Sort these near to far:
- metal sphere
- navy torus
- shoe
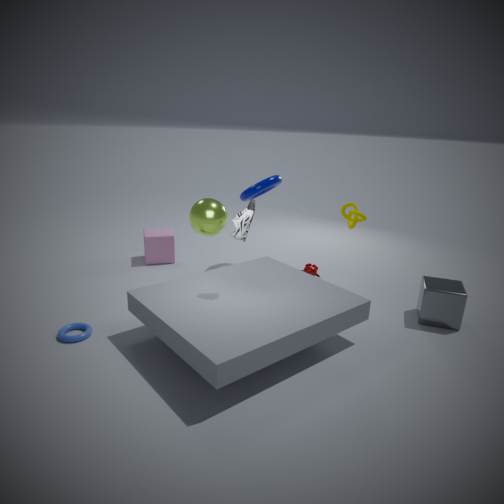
1. shoe
2. metal sphere
3. navy torus
